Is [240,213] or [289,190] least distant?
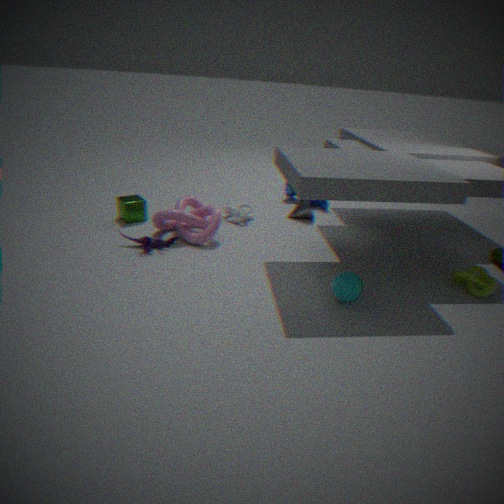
[240,213]
